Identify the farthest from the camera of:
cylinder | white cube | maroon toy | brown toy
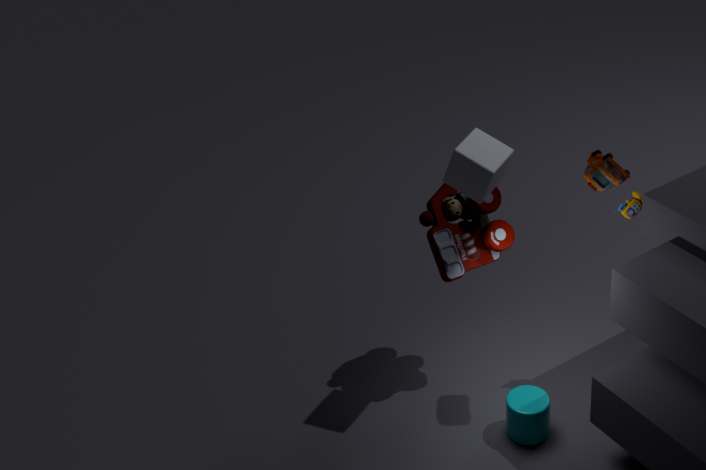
maroon toy
